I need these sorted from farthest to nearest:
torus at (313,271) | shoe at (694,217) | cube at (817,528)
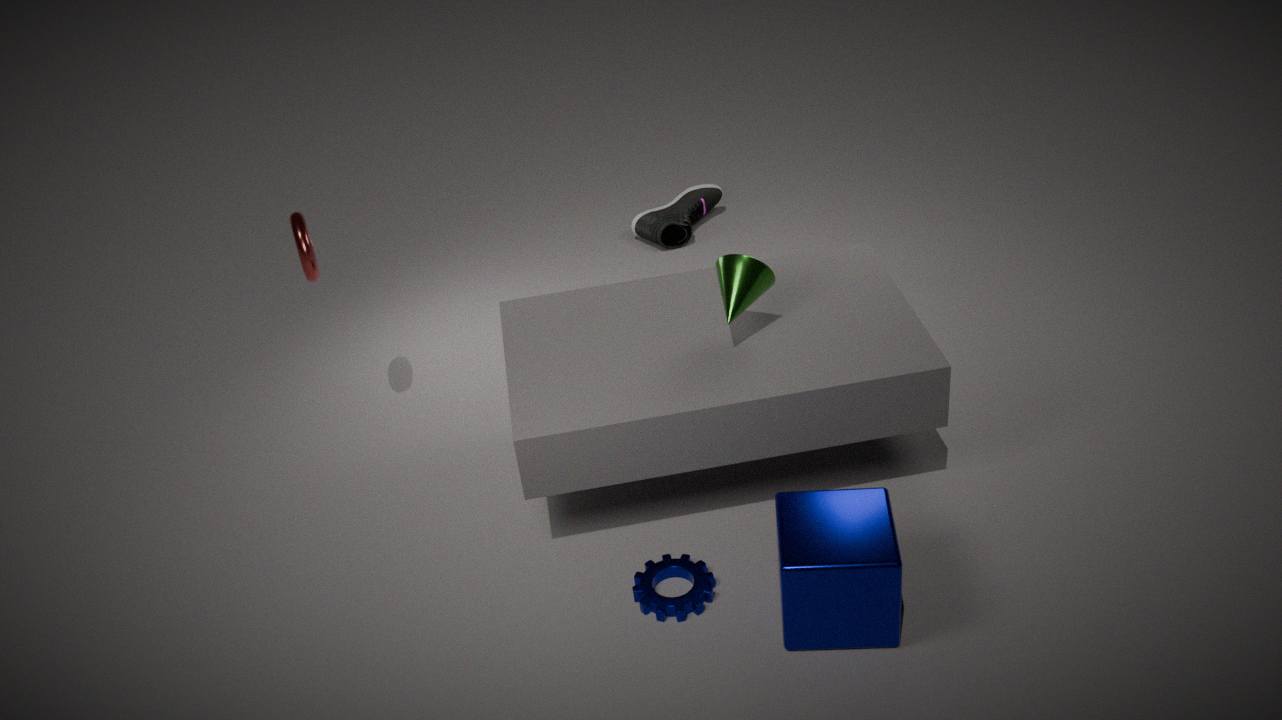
shoe at (694,217)
torus at (313,271)
cube at (817,528)
